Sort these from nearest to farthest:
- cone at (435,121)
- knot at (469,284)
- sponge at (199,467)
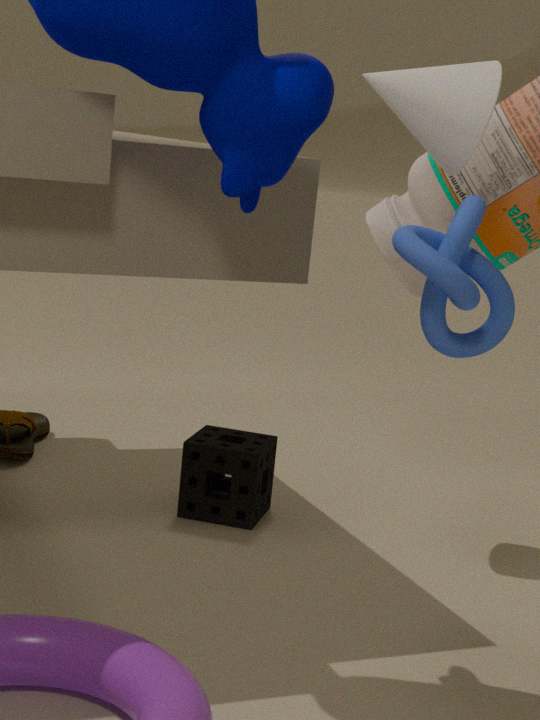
knot at (469,284) → cone at (435,121) → sponge at (199,467)
